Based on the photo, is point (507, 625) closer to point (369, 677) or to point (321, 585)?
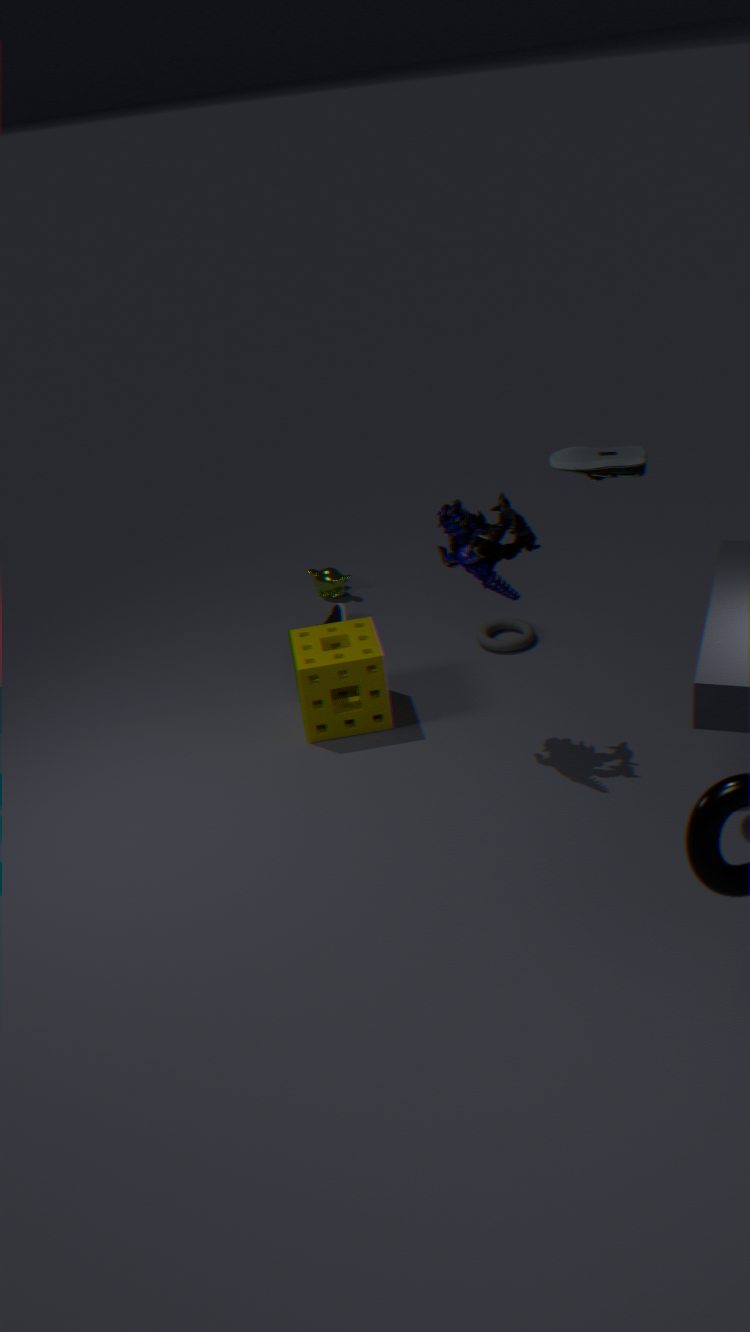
point (369, 677)
